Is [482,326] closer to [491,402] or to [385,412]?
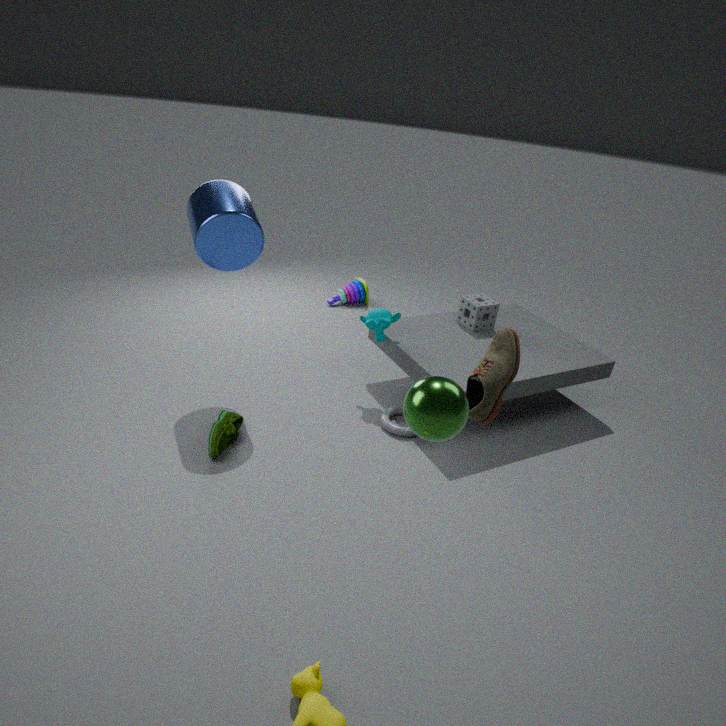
[385,412]
